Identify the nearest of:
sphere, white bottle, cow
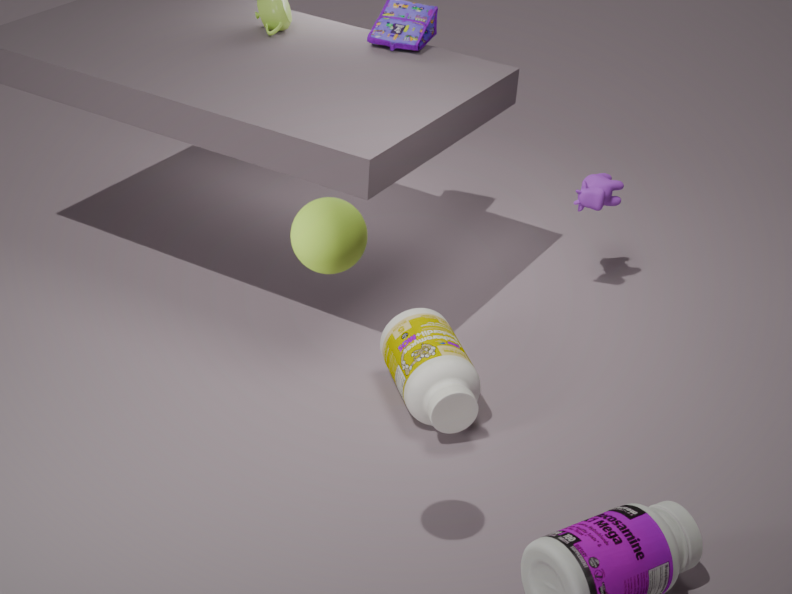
sphere
